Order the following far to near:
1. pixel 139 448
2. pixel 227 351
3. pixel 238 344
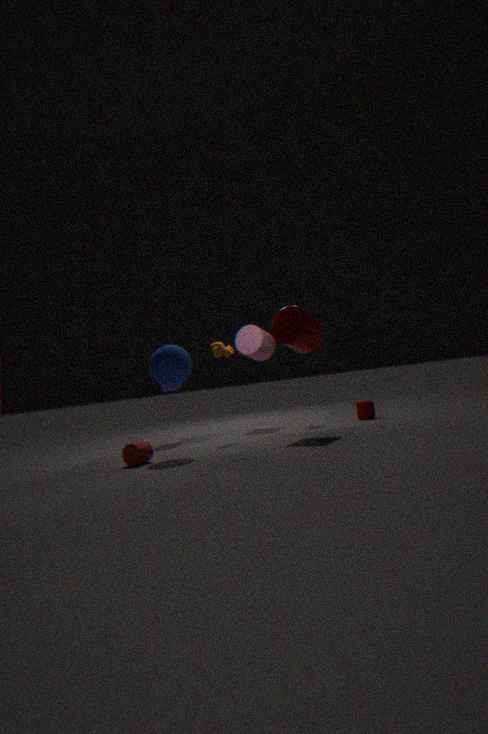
pixel 238 344, pixel 227 351, pixel 139 448
